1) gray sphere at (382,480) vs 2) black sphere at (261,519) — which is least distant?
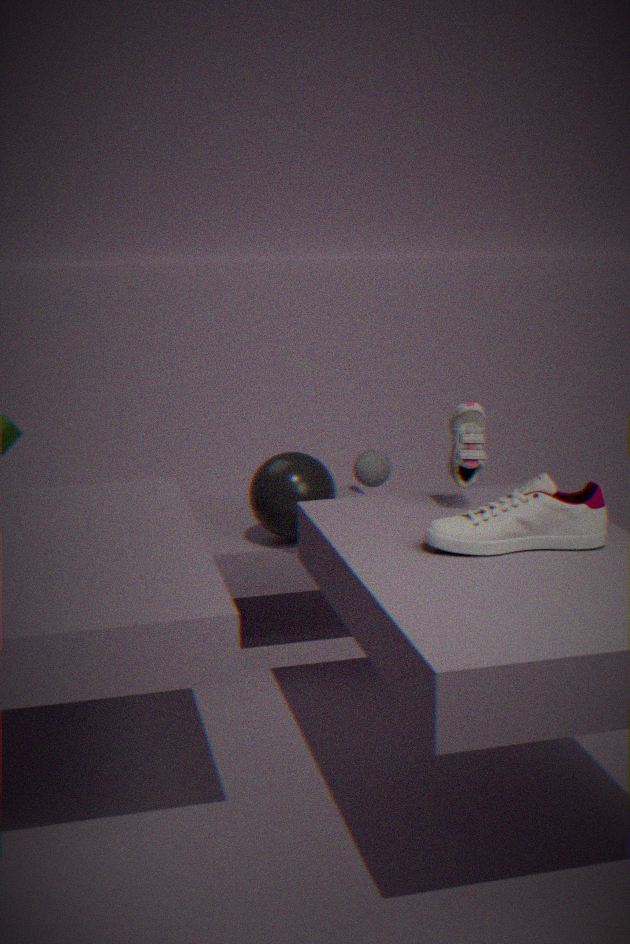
2. black sphere at (261,519)
